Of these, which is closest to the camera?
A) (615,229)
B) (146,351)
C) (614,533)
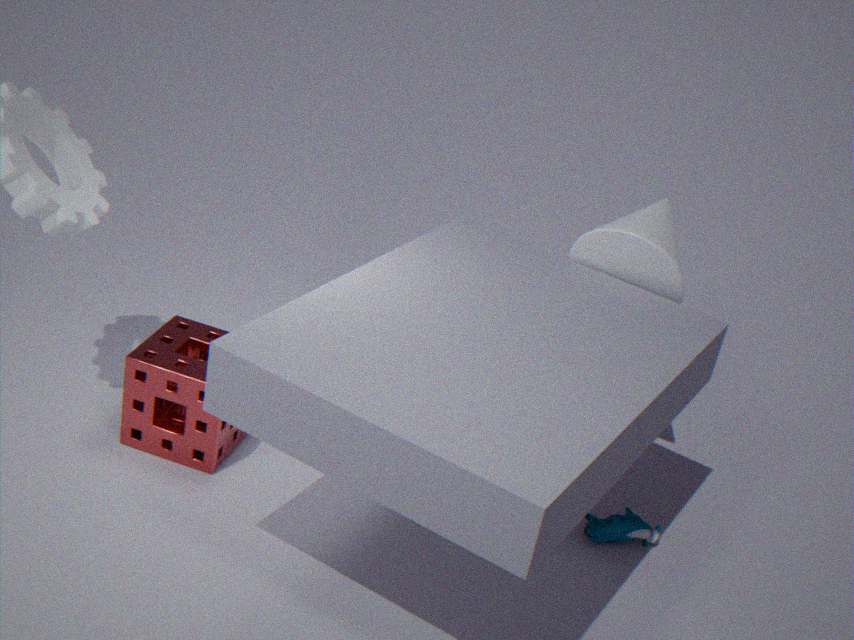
(146,351)
